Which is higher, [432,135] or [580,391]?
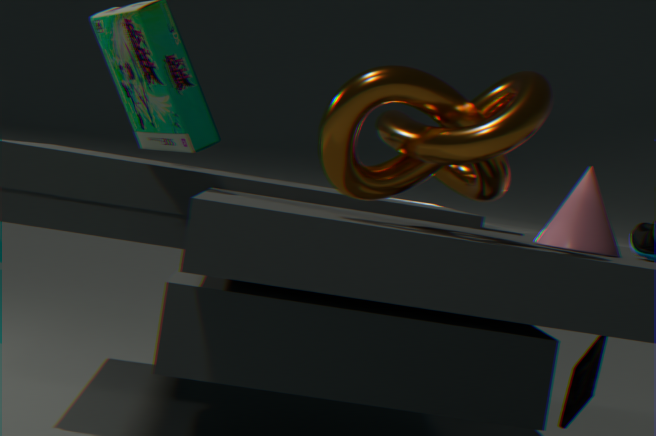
[432,135]
